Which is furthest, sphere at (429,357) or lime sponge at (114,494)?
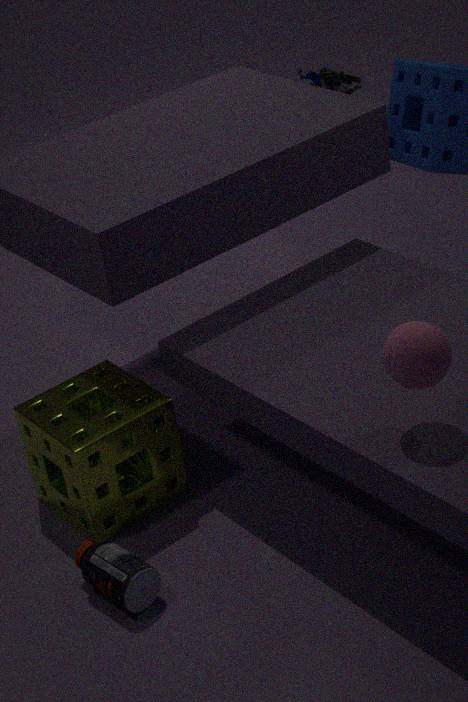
lime sponge at (114,494)
